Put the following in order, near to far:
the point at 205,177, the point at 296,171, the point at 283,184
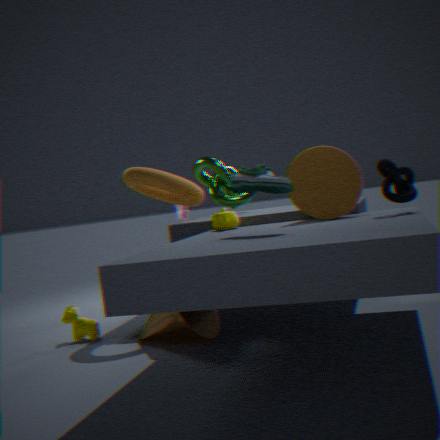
the point at 283,184 < the point at 296,171 < the point at 205,177
